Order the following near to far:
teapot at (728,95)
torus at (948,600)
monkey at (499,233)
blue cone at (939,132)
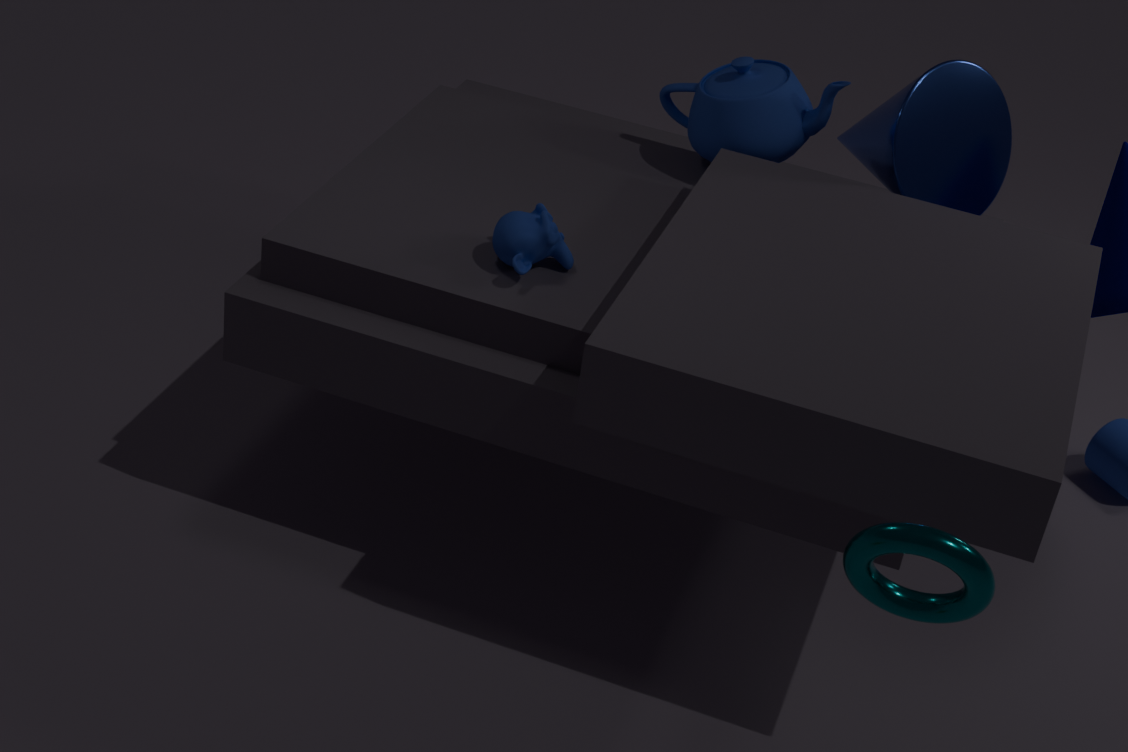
torus at (948,600)
monkey at (499,233)
blue cone at (939,132)
teapot at (728,95)
